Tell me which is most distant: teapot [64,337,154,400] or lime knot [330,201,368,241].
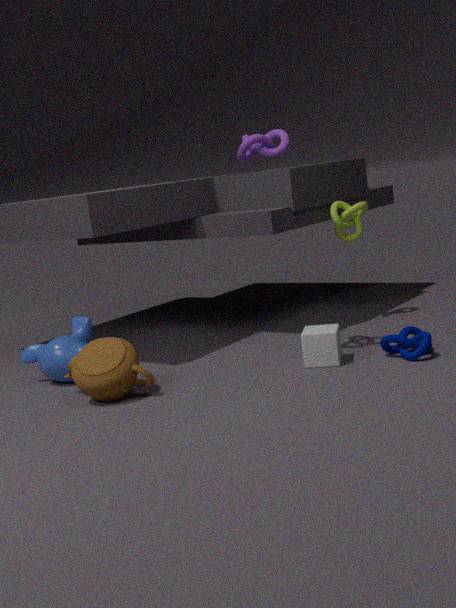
Result: lime knot [330,201,368,241]
